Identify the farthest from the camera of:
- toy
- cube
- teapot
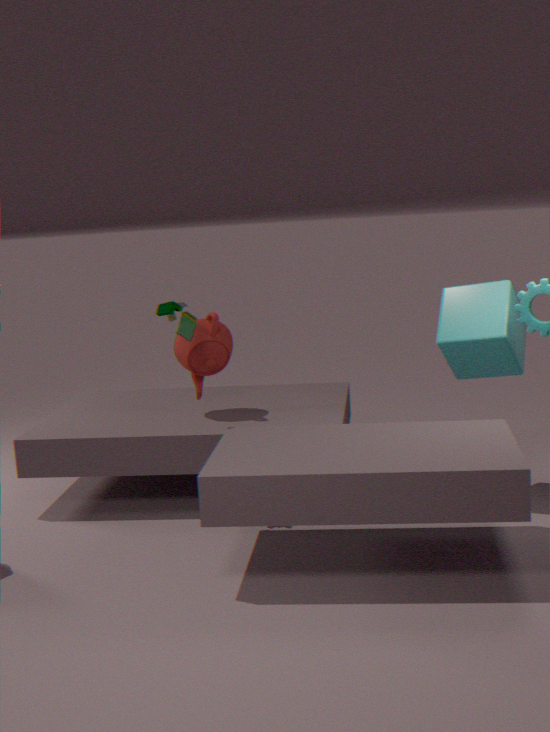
teapot
